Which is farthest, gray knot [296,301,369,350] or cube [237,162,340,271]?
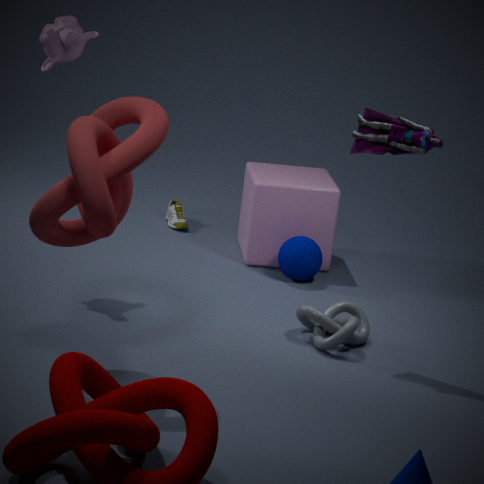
cube [237,162,340,271]
